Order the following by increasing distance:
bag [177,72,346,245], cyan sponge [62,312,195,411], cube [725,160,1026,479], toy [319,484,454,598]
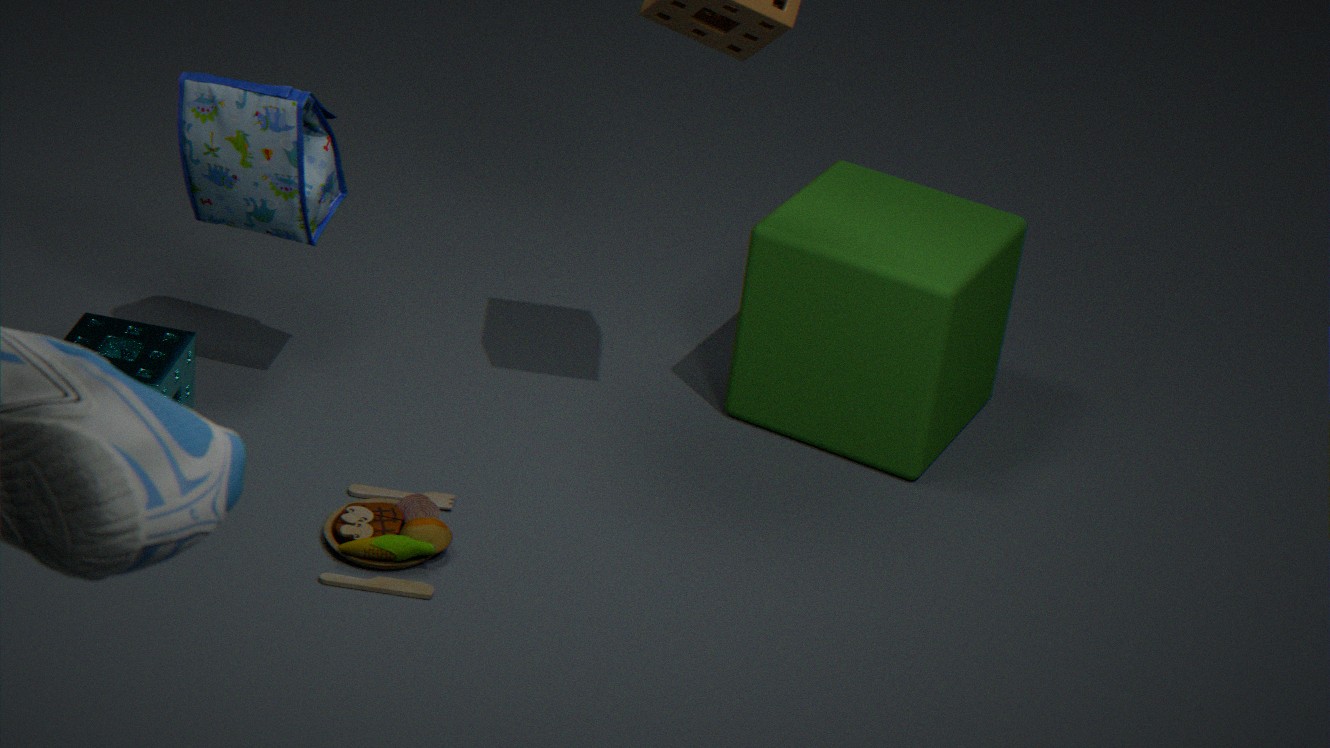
toy [319,484,454,598] < cyan sponge [62,312,195,411] < bag [177,72,346,245] < cube [725,160,1026,479]
